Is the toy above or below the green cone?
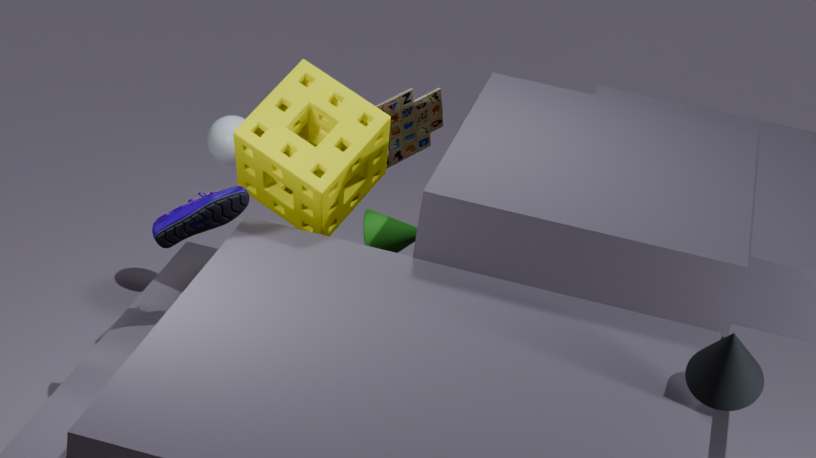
above
